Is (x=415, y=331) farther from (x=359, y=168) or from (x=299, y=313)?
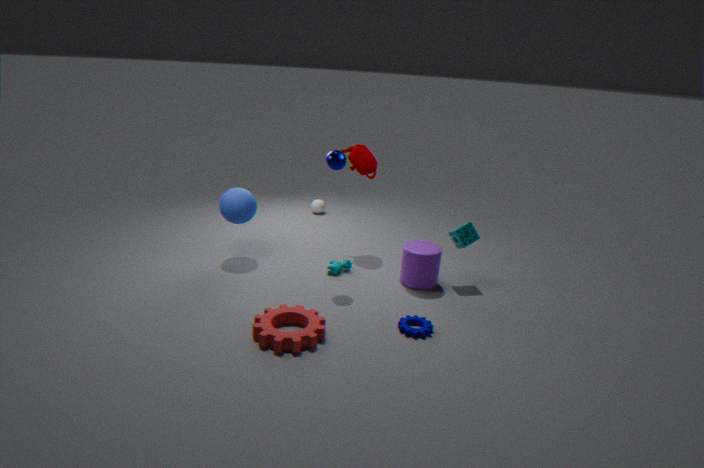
(x=359, y=168)
